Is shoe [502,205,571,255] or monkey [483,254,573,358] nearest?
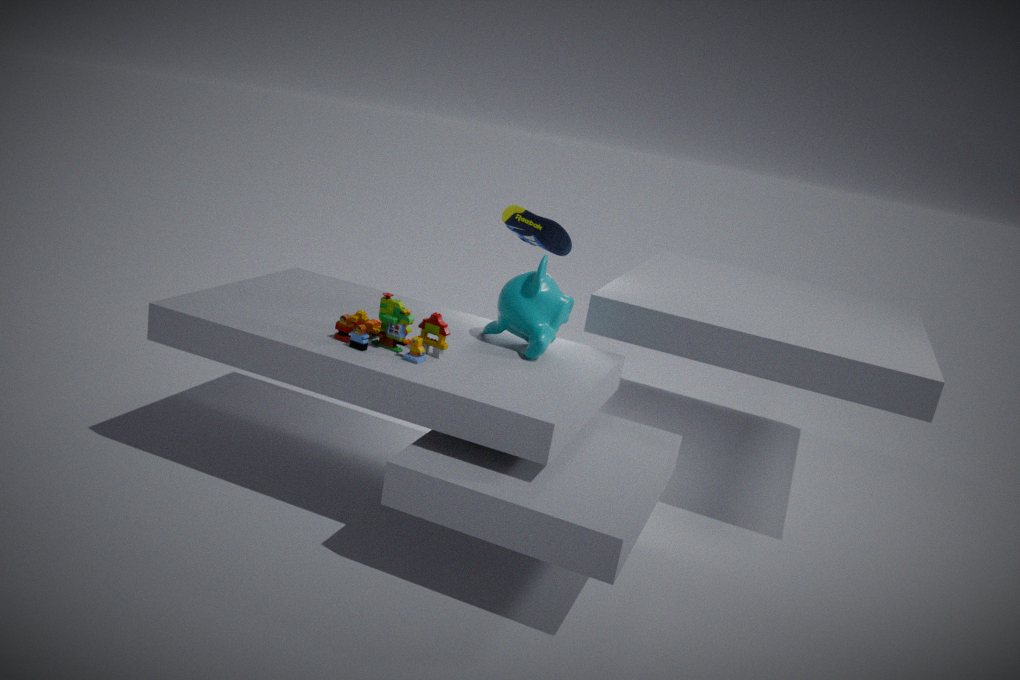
monkey [483,254,573,358]
